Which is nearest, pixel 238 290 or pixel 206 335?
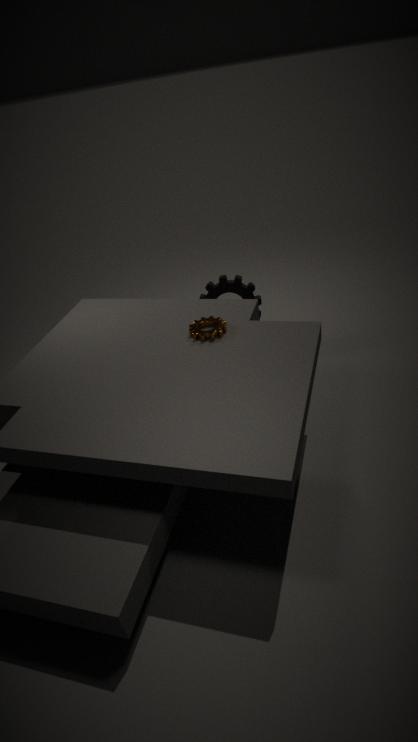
pixel 206 335
